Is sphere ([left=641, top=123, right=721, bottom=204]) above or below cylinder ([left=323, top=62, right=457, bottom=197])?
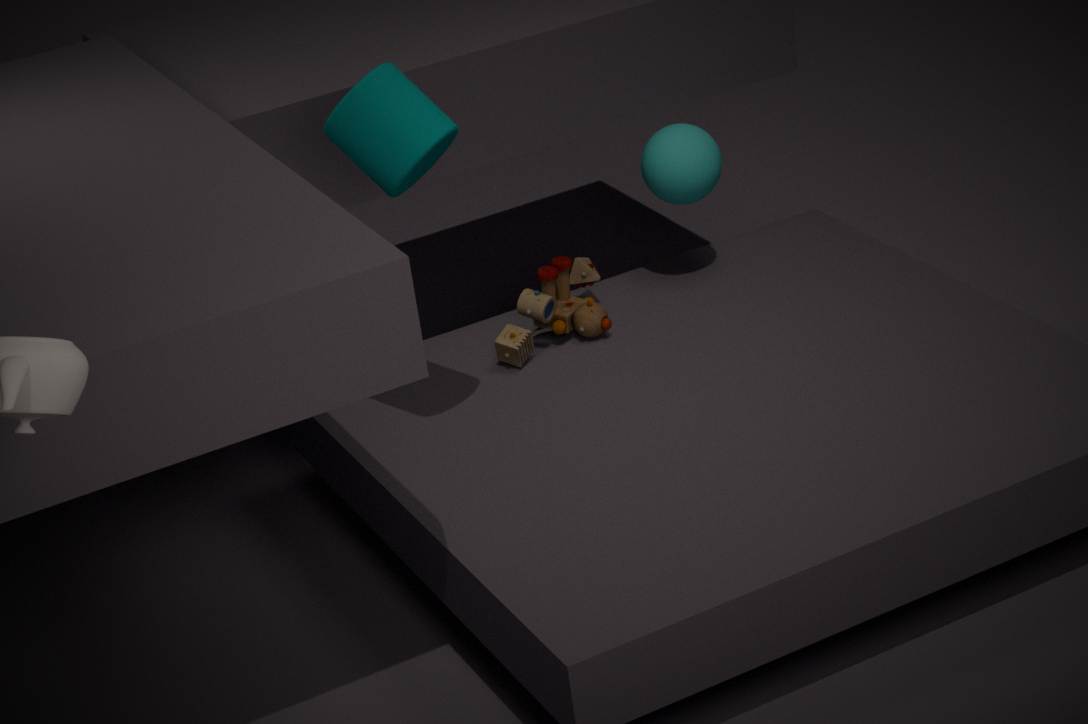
below
